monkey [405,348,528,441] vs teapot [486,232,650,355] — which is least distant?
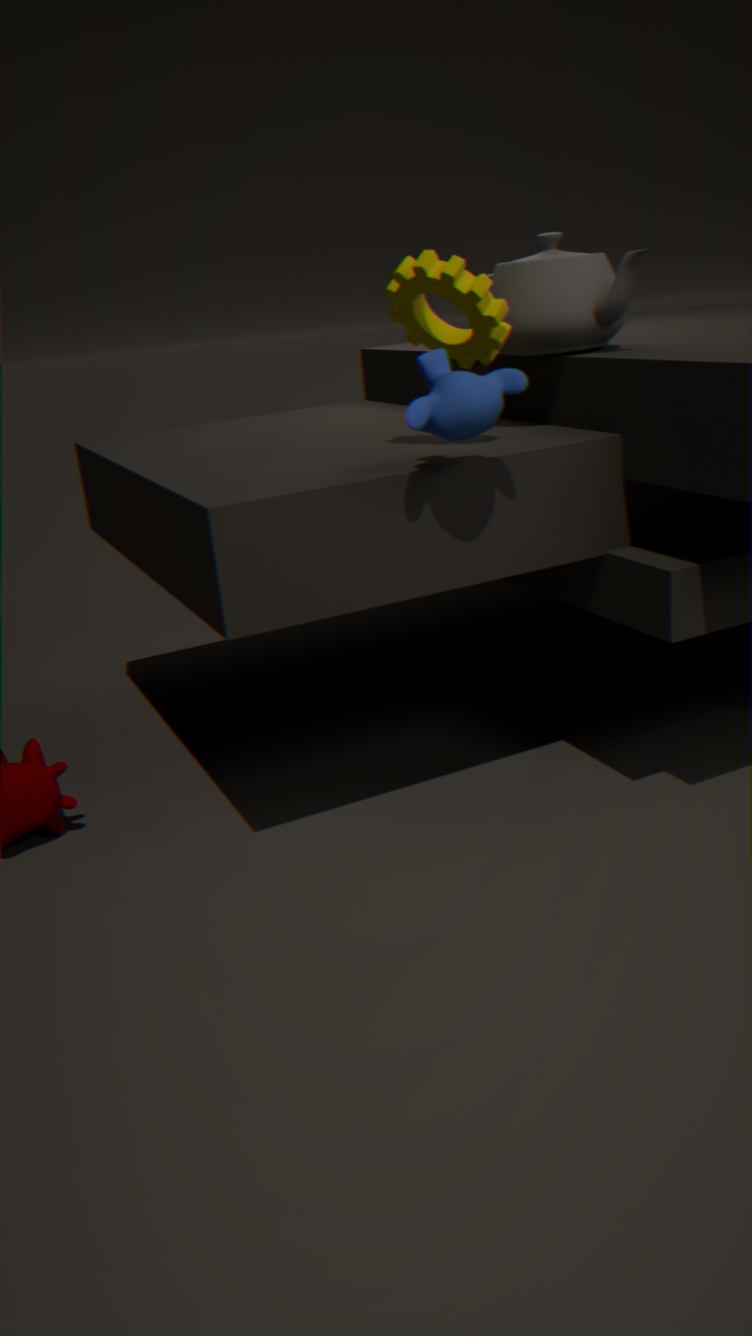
monkey [405,348,528,441]
